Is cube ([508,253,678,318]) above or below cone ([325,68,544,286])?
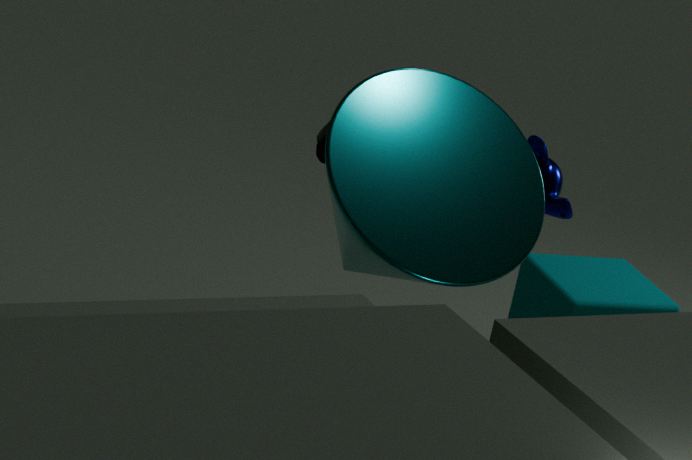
below
